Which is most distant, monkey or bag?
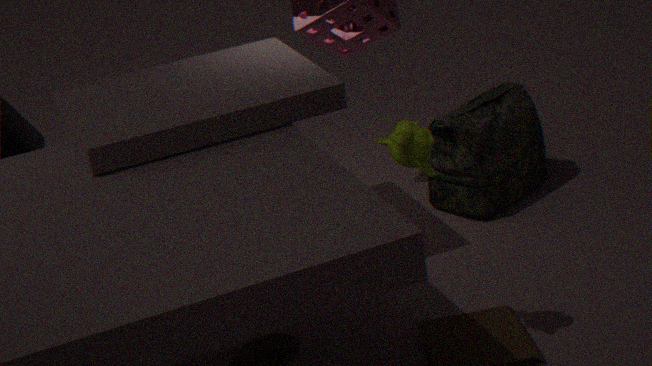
bag
